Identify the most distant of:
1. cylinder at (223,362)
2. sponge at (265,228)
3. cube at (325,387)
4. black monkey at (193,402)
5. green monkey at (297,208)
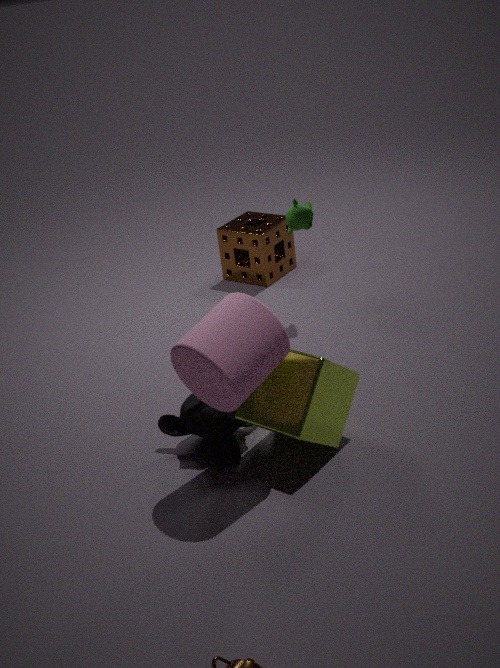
sponge at (265,228)
